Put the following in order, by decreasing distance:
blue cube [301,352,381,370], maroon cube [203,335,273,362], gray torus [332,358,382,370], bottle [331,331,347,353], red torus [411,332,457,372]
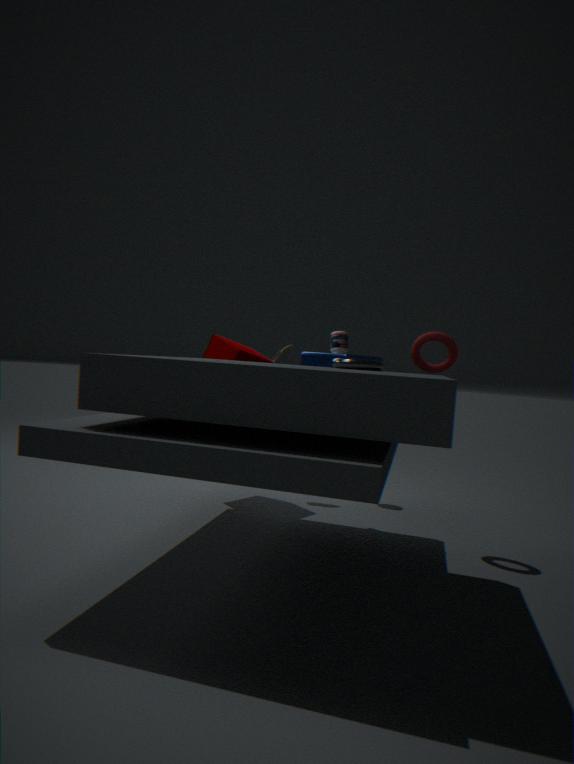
bottle [331,331,347,353]
maroon cube [203,335,273,362]
red torus [411,332,457,372]
blue cube [301,352,381,370]
gray torus [332,358,382,370]
